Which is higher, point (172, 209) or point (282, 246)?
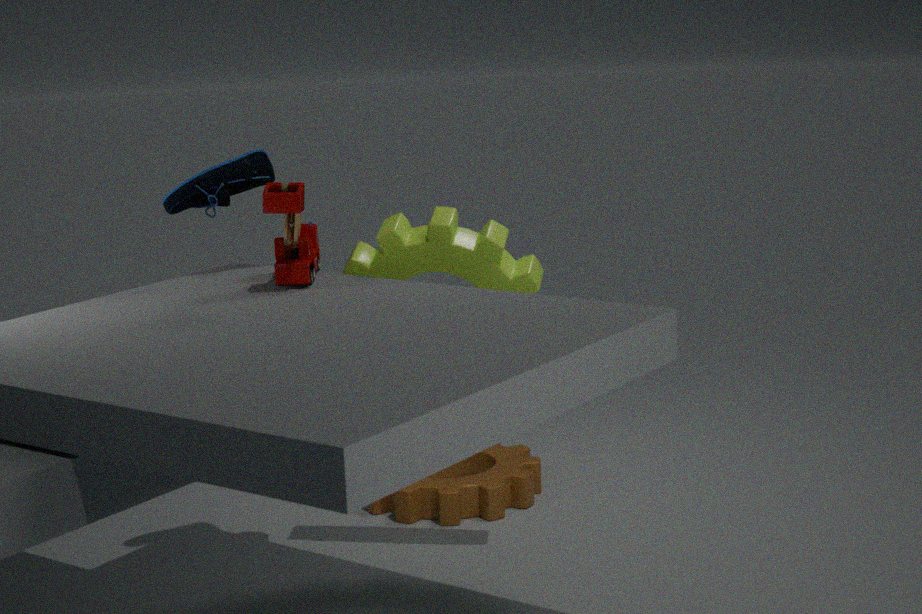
point (172, 209)
